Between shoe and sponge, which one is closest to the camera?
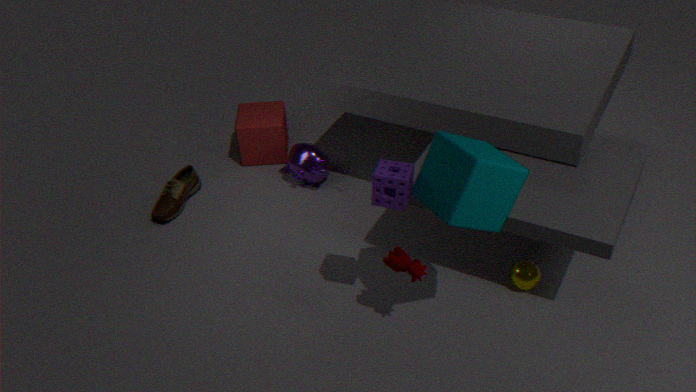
sponge
